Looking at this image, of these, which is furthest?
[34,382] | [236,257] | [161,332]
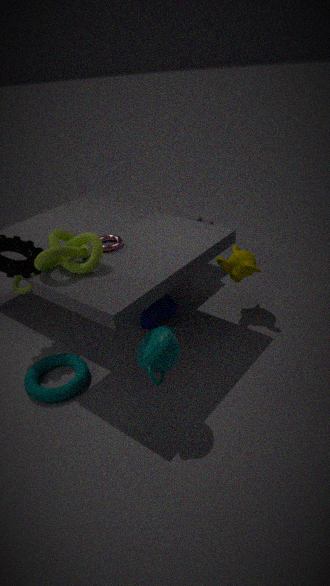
[236,257]
